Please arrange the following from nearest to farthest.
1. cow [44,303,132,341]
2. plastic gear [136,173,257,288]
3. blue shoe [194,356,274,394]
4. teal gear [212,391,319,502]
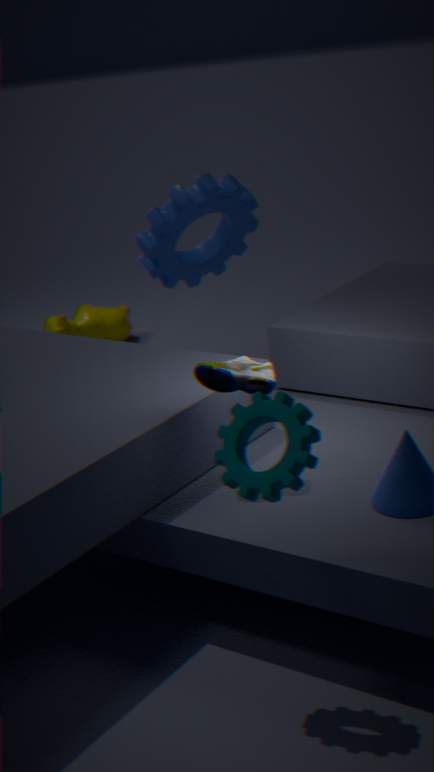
teal gear [212,391,319,502]
blue shoe [194,356,274,394]
plastic gear [136,173,257,288]
cow [44,303,132,341]
